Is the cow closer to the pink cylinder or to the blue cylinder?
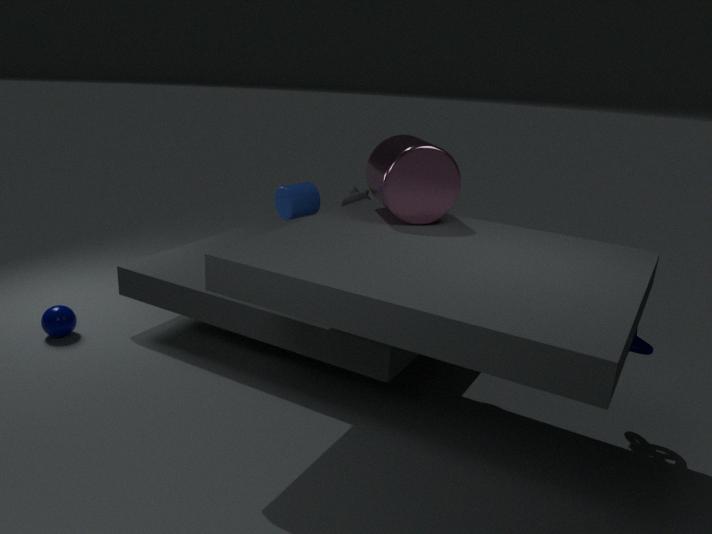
the blue cylinder
